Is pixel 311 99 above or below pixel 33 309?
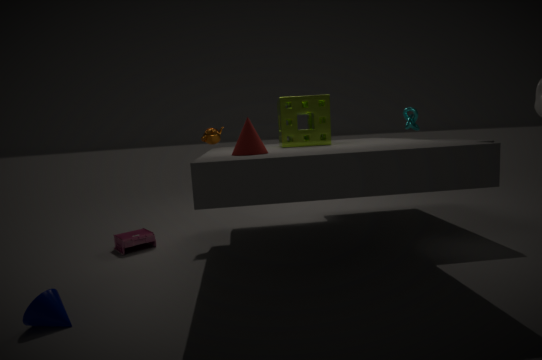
above
